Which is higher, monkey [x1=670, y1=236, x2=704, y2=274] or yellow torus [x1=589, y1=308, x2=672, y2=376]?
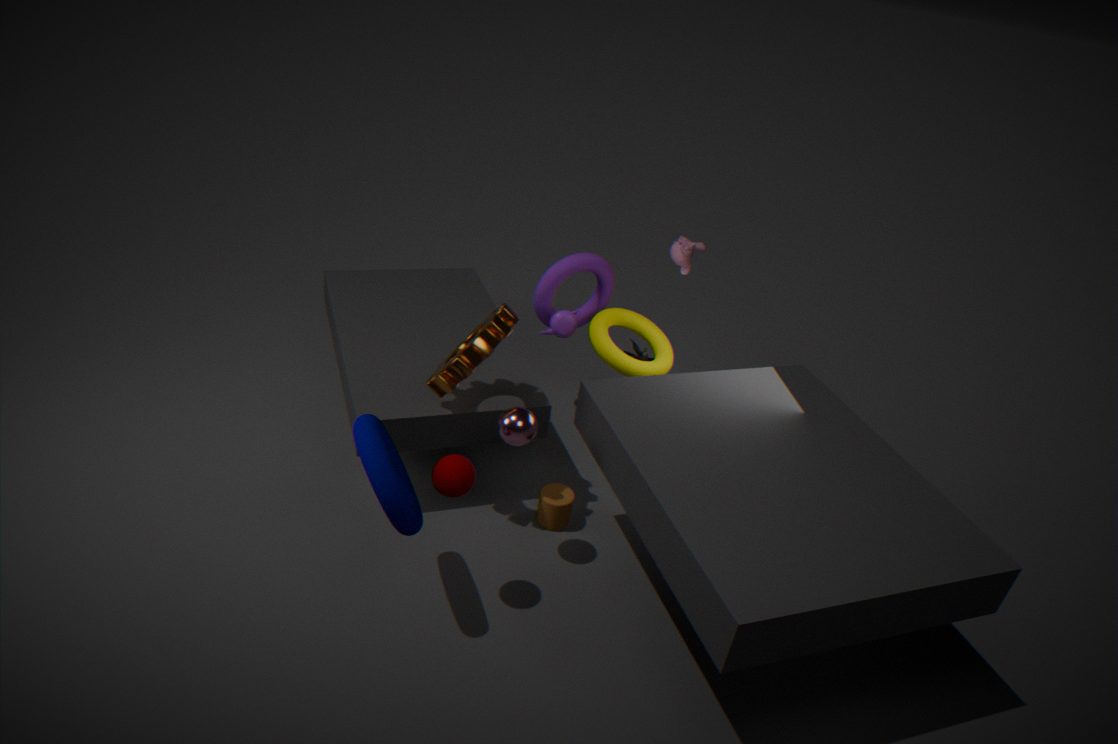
monkey [x1=670, y1=236, x2=704, y2=274]
